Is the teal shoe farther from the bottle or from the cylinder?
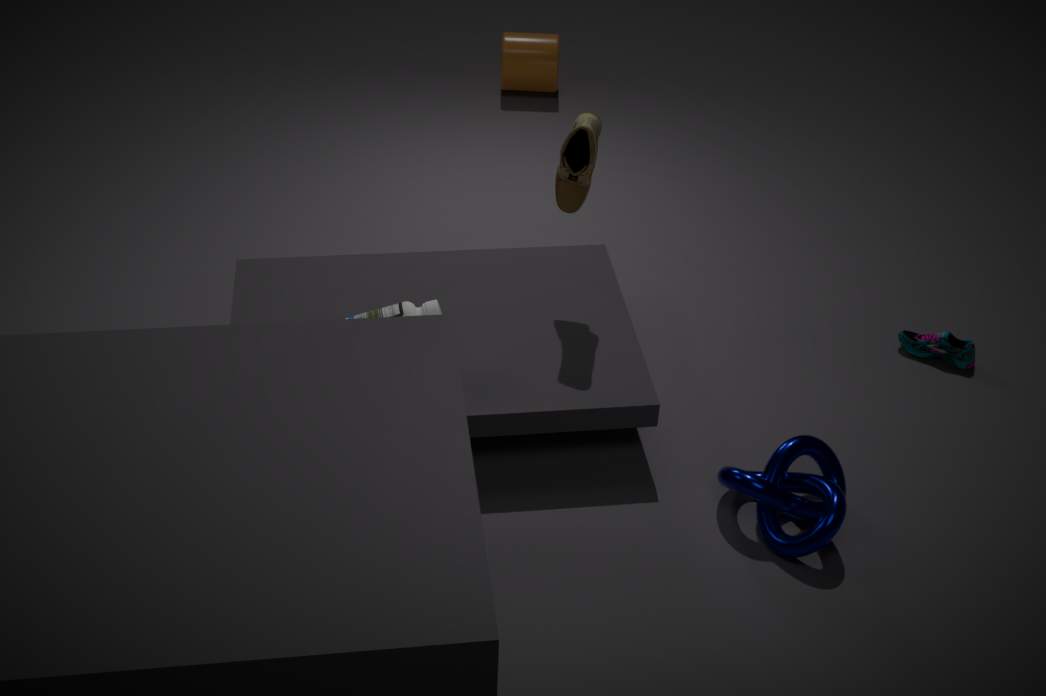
the cylinder
